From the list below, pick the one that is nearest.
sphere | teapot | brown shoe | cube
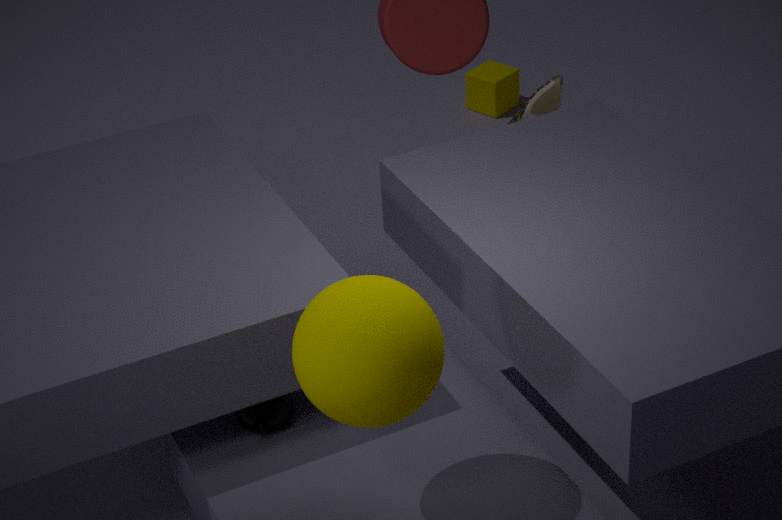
sphere
